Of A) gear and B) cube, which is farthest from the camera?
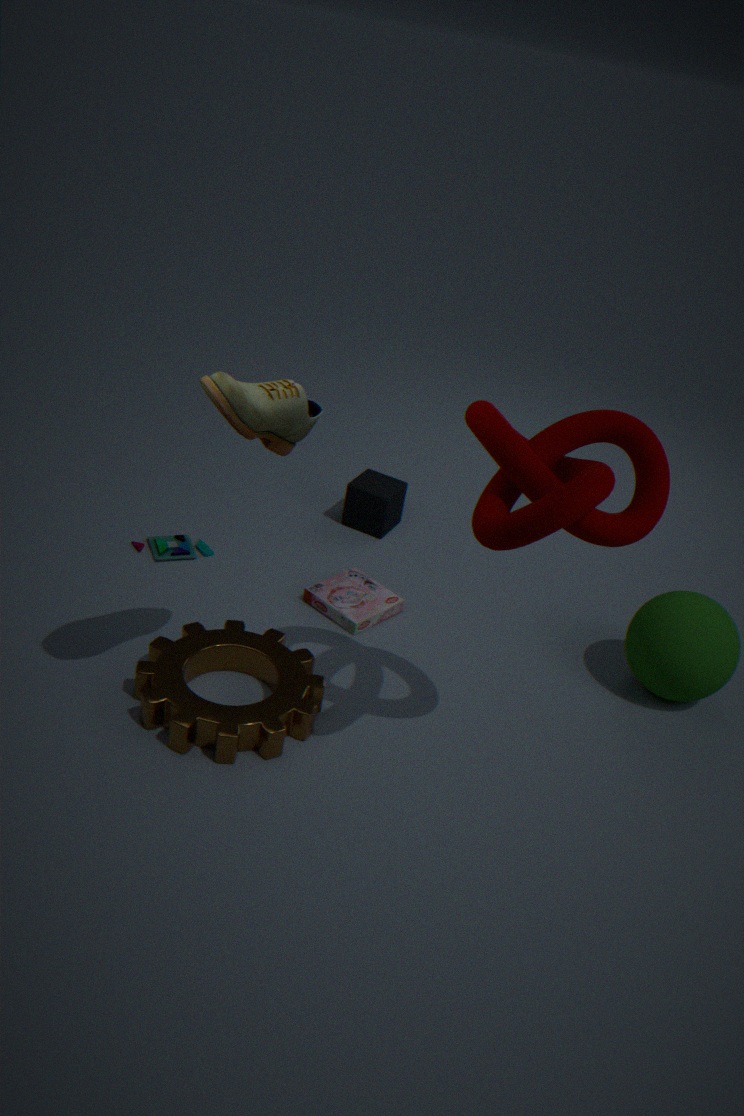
B. cube
